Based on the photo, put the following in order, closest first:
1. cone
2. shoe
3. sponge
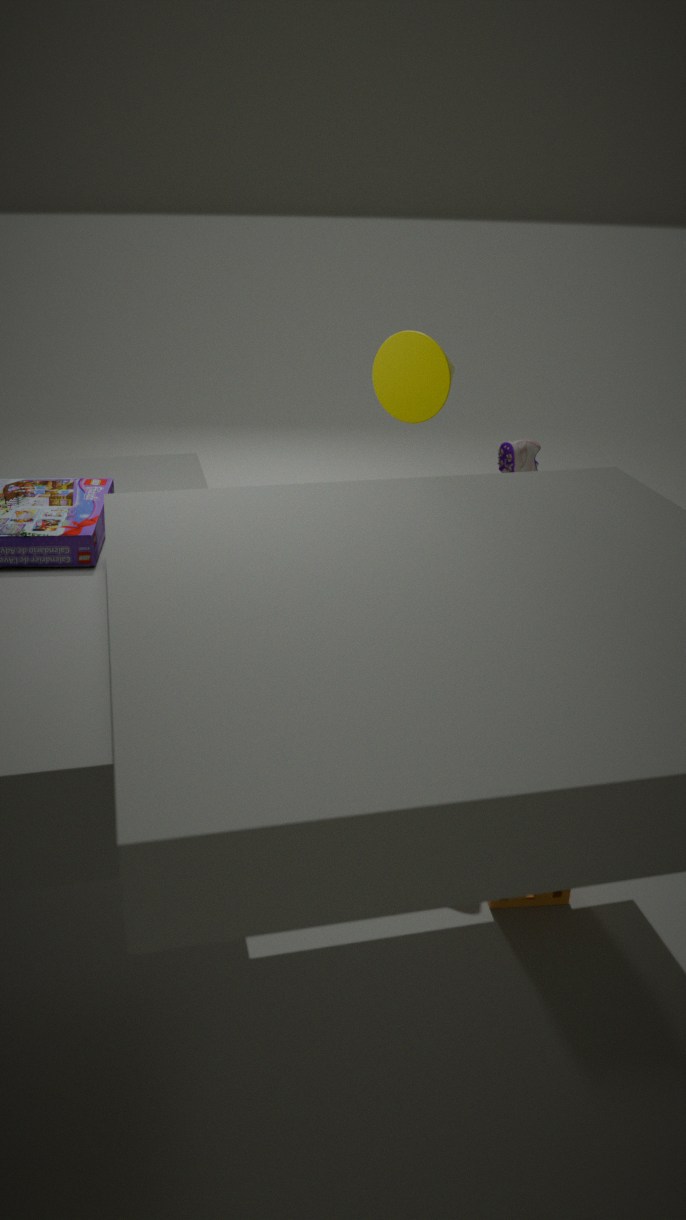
1. sponge
2. cone
3. shoe
